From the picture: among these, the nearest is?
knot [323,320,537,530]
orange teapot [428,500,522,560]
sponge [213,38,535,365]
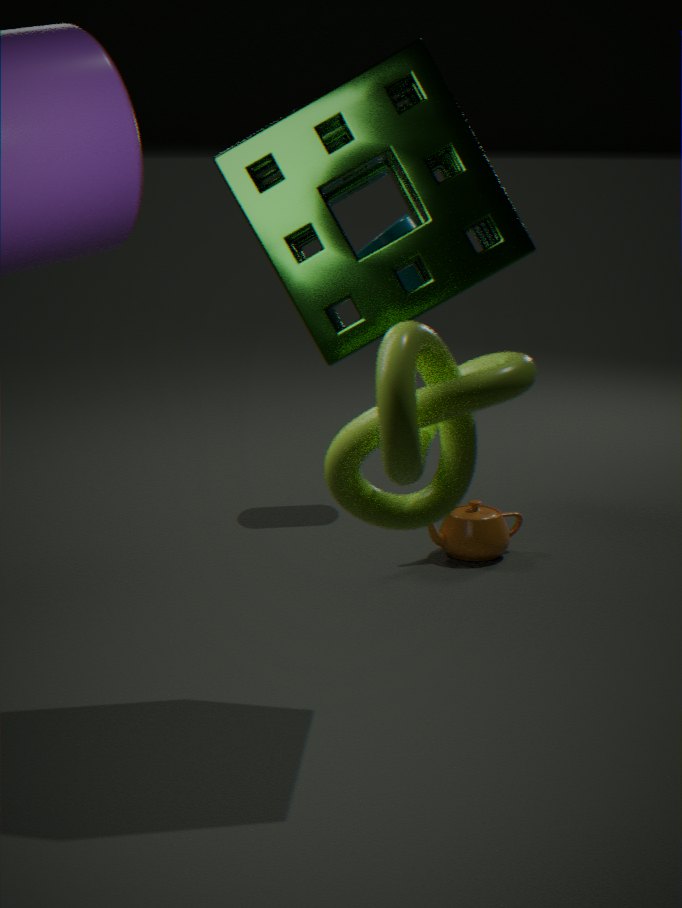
knot [323,320,537,530]
